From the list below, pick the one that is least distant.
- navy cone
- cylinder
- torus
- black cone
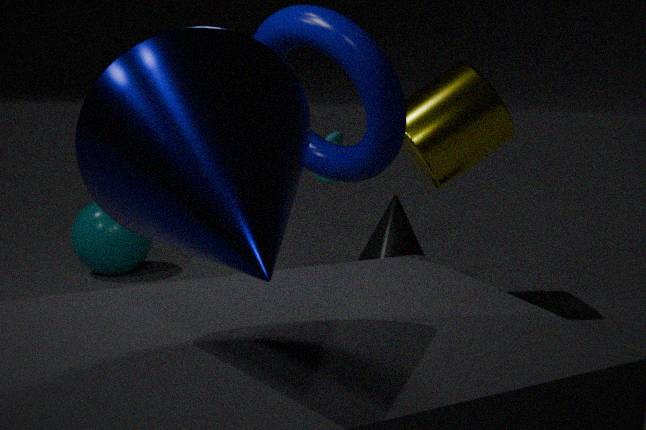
navy cone
